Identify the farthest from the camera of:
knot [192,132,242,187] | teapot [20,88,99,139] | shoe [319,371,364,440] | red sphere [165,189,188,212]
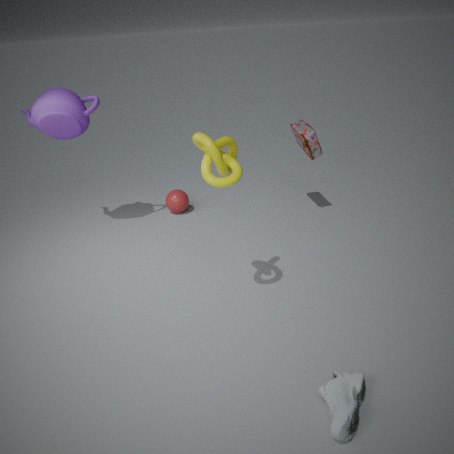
red sphere [165,189,188,212]
